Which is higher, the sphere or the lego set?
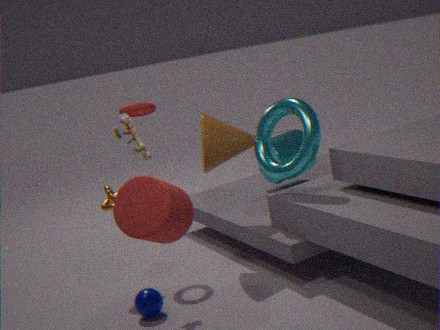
the lego set
